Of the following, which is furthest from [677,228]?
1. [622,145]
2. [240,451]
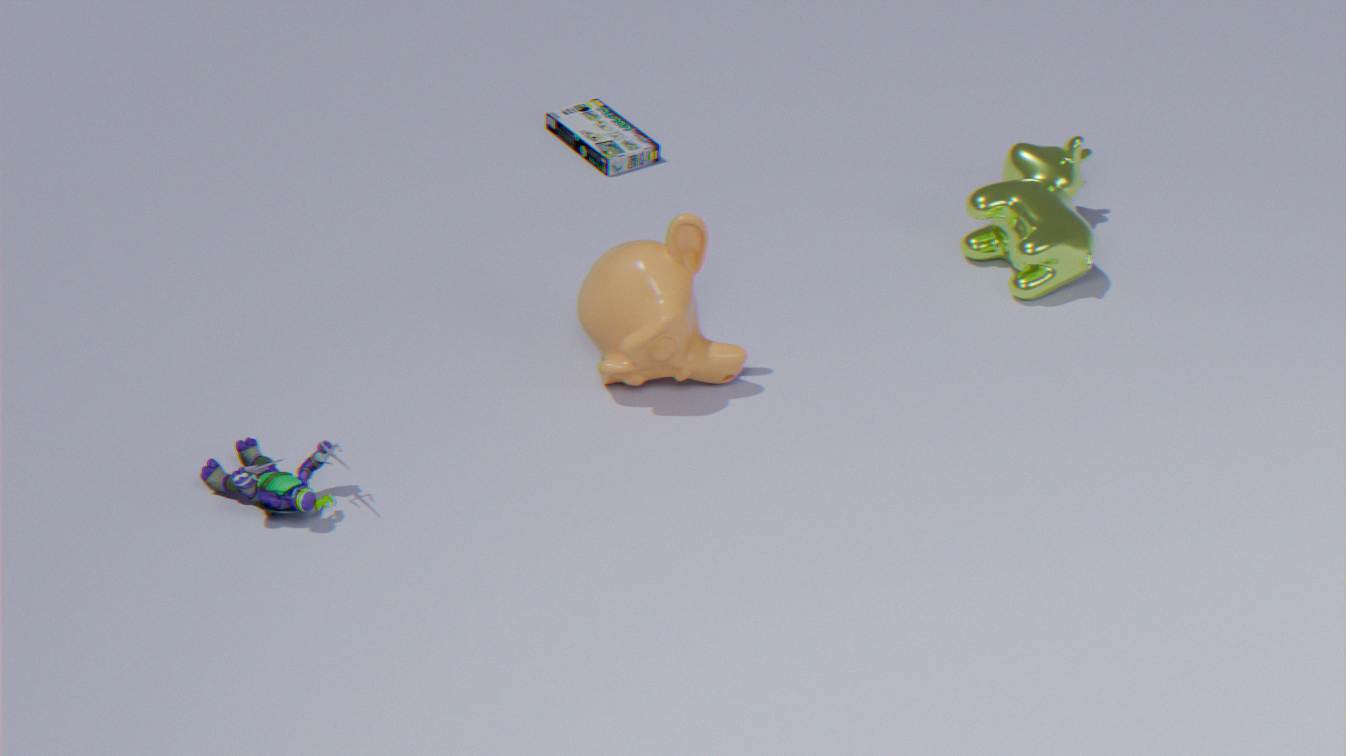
[622,145]
